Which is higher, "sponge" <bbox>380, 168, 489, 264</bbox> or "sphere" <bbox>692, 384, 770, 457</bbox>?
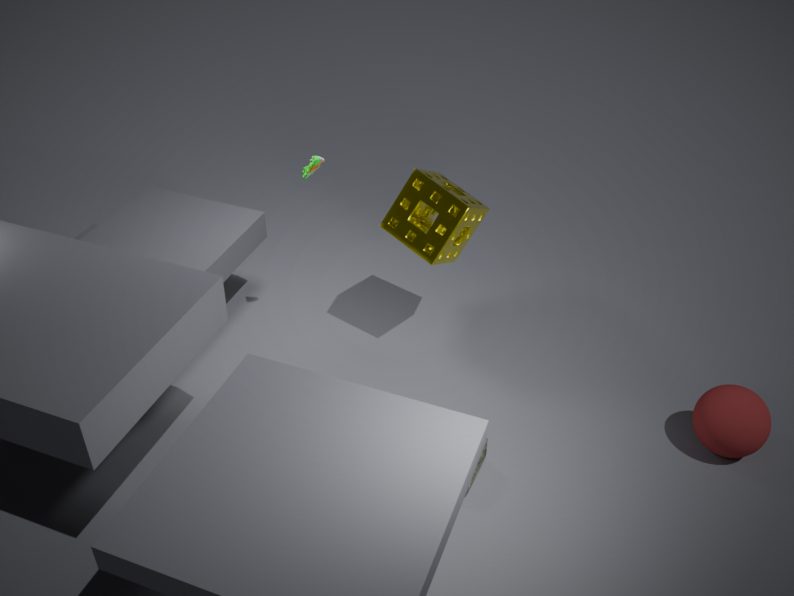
"sponge" <bbox>380, 168, 489, 264</bbox>
